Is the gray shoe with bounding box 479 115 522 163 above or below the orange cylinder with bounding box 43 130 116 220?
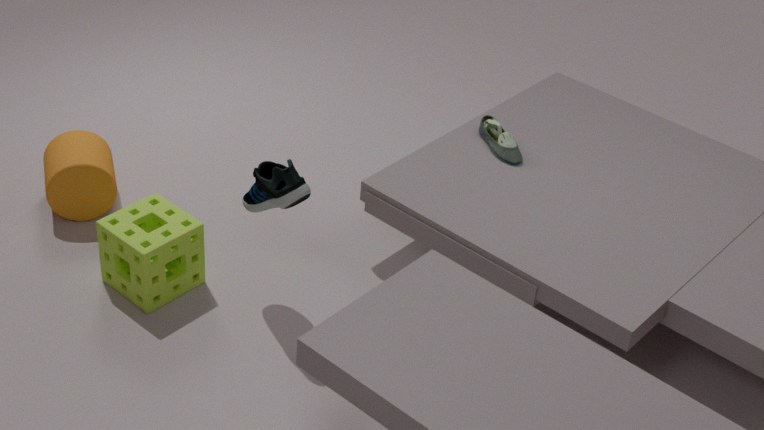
above
